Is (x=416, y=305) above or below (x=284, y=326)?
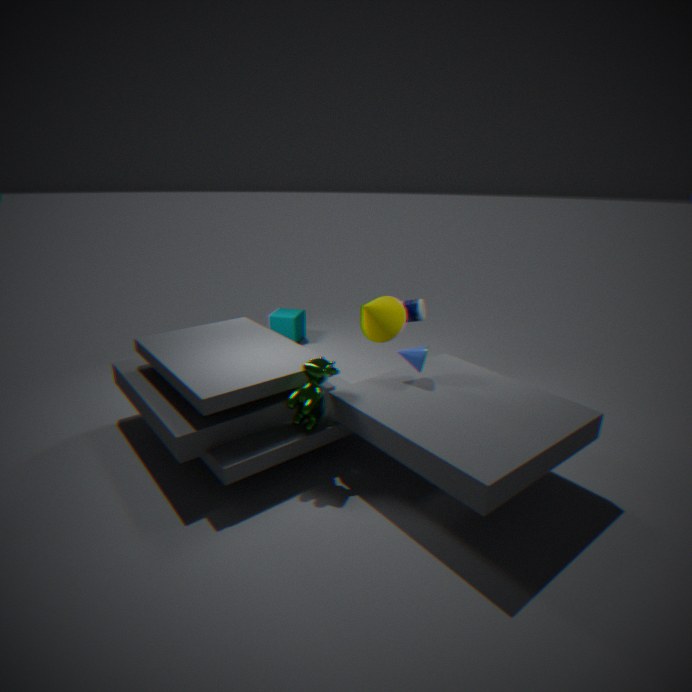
above
